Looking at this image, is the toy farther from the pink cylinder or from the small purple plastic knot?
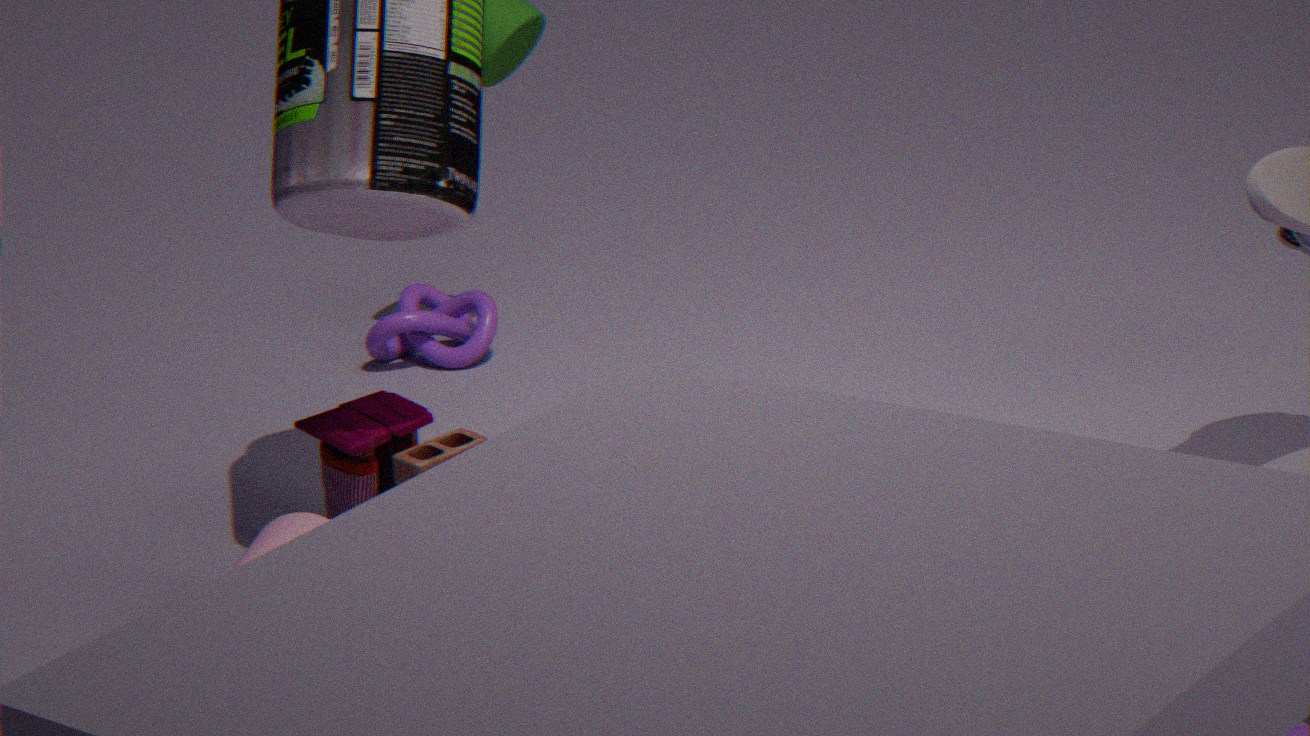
the small purple plastic knot
